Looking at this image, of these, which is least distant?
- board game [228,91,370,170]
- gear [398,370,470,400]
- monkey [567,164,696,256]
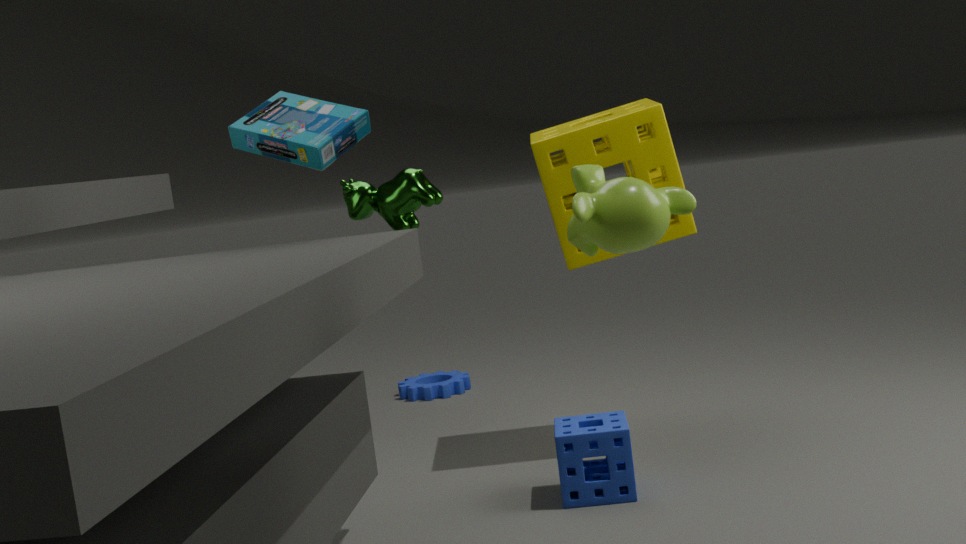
monkey [567,164,696,256]
